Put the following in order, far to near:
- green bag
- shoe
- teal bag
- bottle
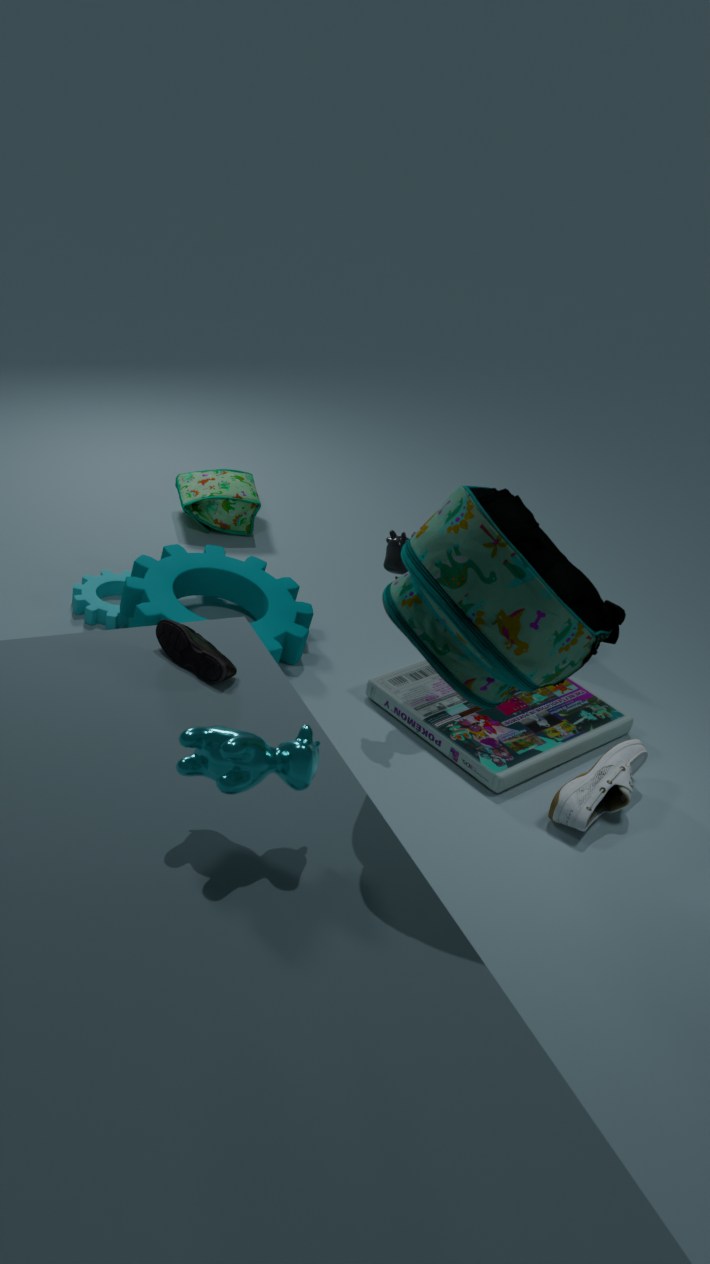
green bag < bottle < shoe < teal bag
